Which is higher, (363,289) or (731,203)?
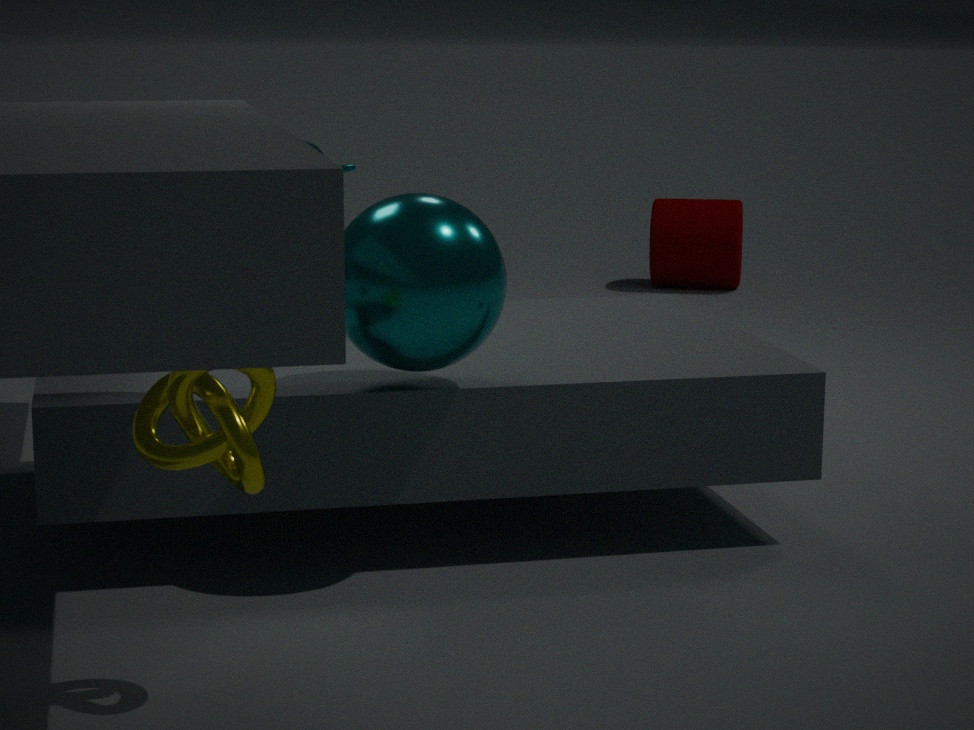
(363,289)
